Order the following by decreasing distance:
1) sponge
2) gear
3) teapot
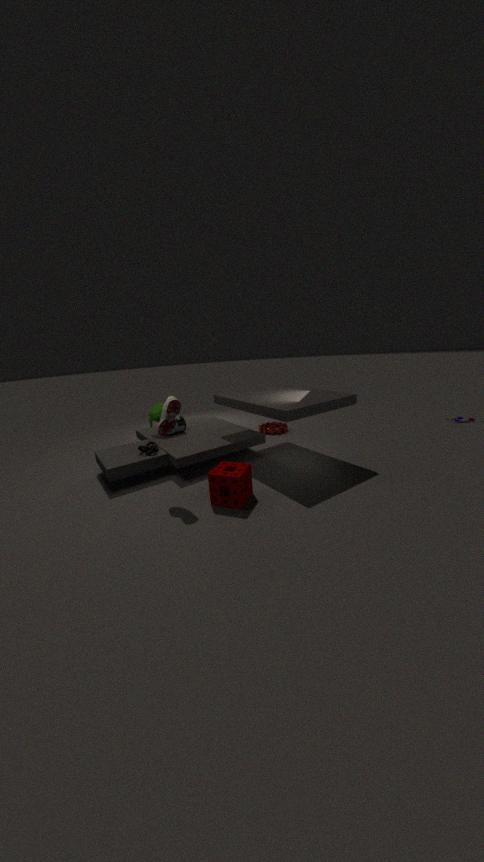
2. gear
3. teapot
1. sponge
